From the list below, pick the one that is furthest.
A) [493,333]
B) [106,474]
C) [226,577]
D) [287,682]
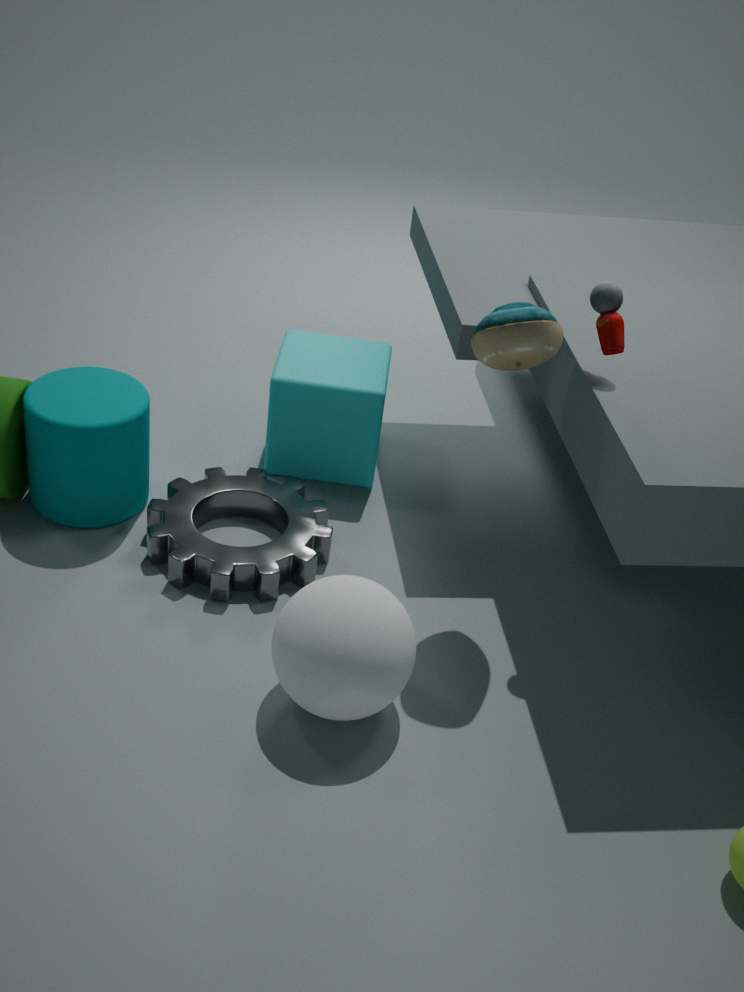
[106,474]
